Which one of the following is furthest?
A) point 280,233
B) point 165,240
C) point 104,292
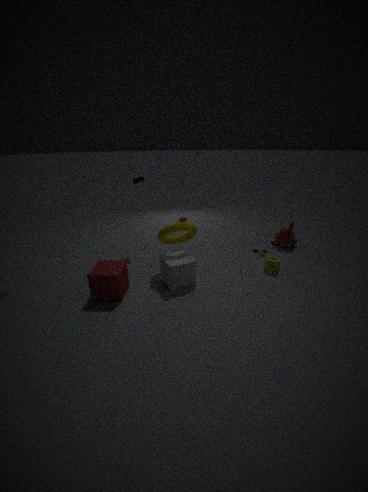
point 280,233
